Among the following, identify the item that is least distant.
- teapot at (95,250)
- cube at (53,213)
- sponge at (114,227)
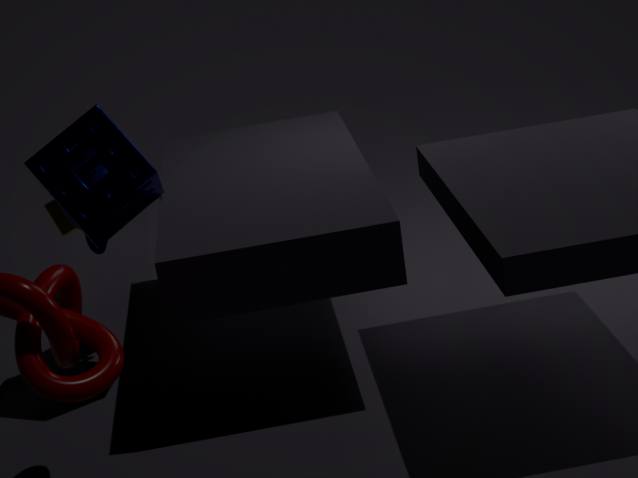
sponge at (114,227)
